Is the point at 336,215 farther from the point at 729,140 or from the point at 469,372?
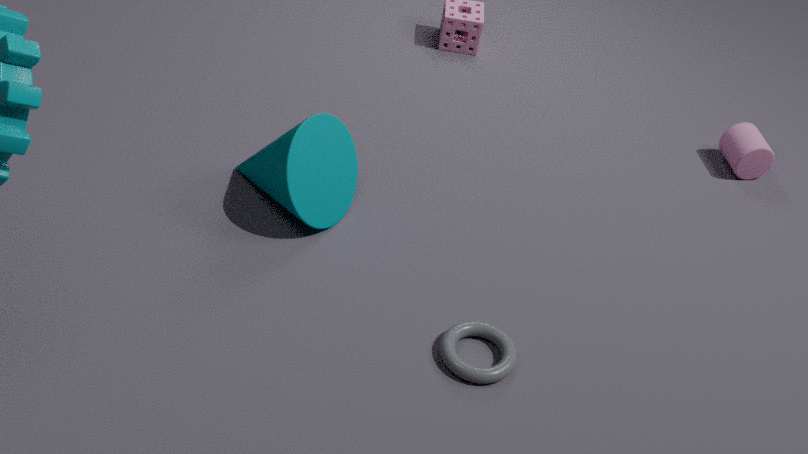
the point at 729,140
